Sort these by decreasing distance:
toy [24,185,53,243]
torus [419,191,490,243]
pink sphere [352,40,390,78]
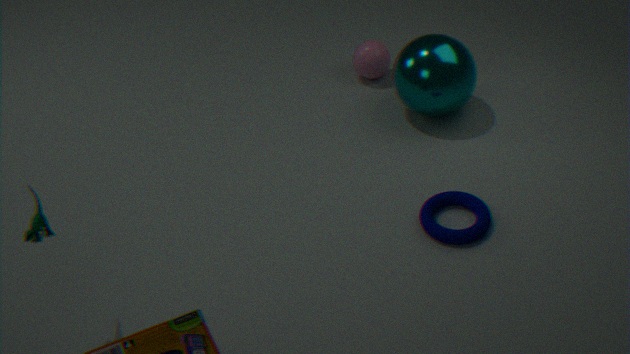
pink sphere [352,40,390,78]
torus [419,191,490,243]
toy [24,185,53,243]
